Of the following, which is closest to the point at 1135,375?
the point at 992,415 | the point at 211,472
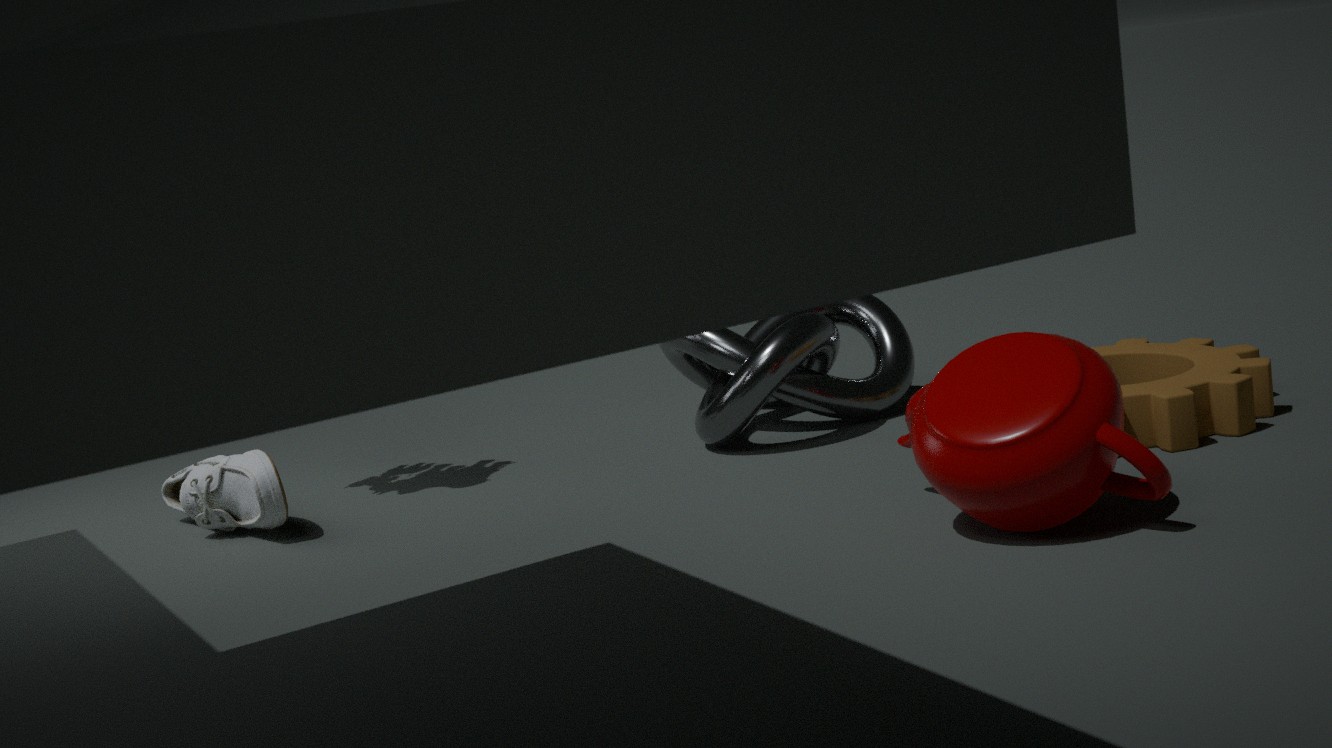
the point at 992,415
